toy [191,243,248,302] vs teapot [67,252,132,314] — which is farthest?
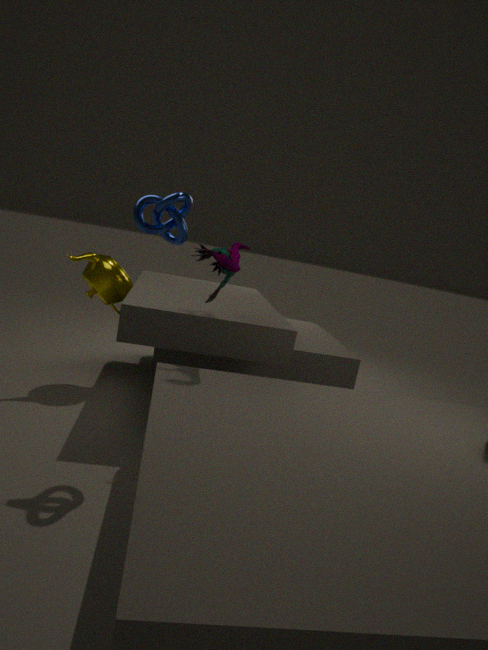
teapot [67,252,132,314]
